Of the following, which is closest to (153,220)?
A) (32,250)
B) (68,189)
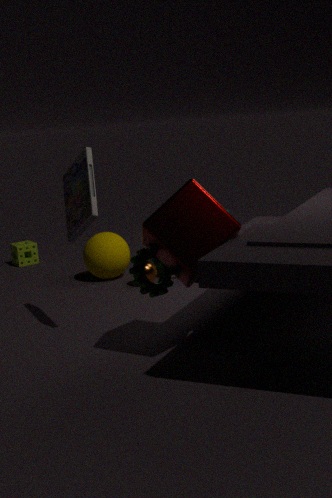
(68,189)
